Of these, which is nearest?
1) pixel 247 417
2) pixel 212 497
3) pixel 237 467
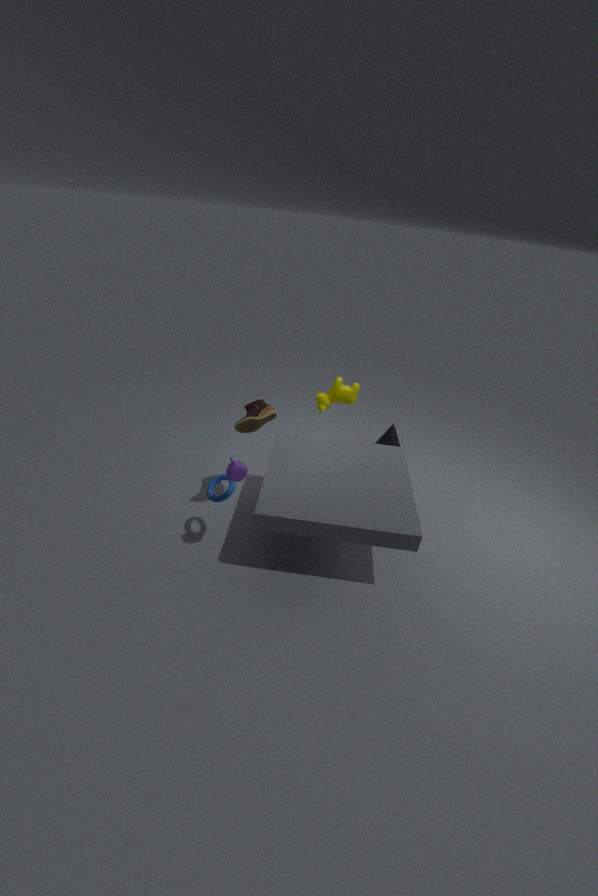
3. pixel 237 467
